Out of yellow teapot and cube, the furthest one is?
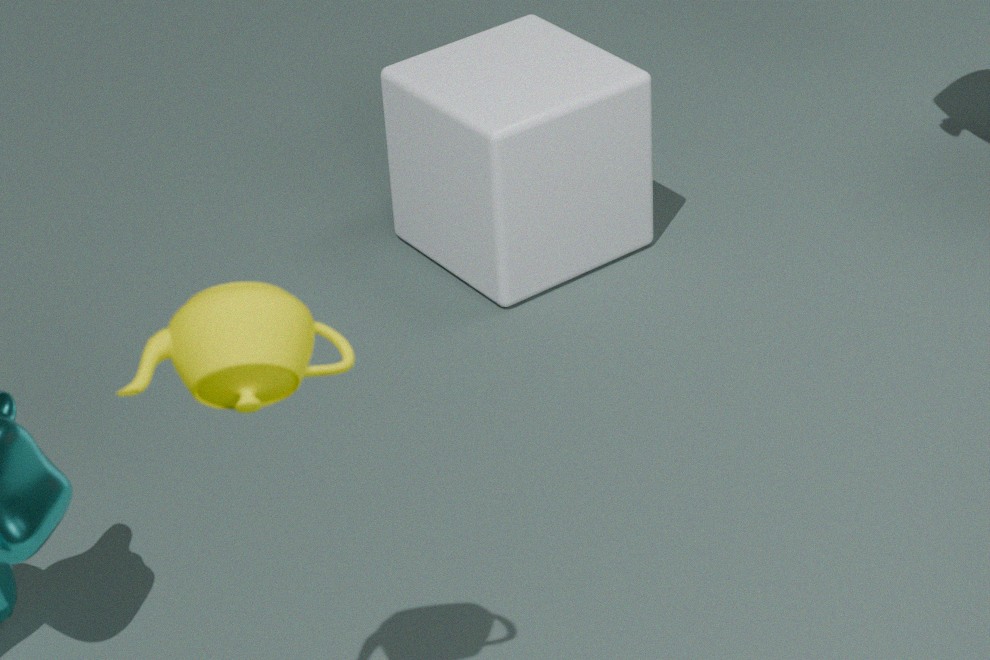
cube
